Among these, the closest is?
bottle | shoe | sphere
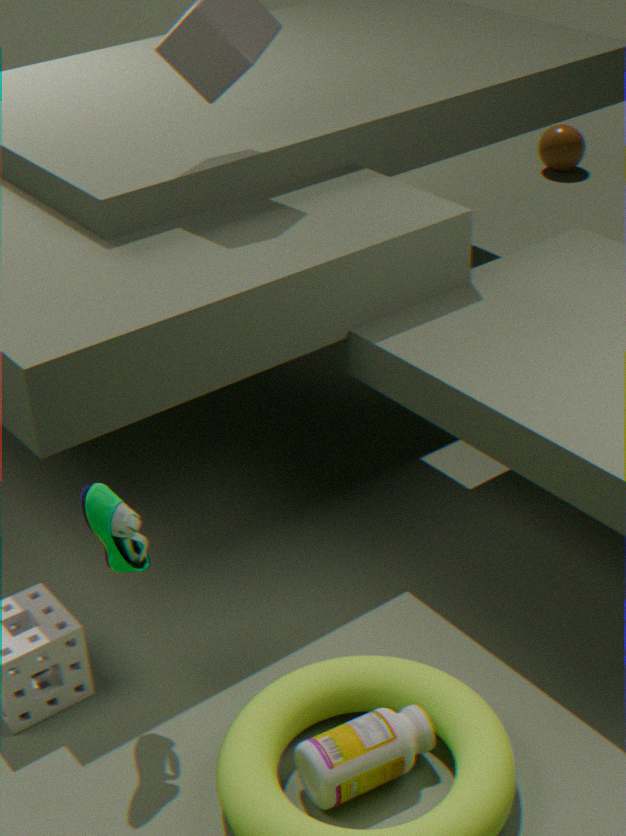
bottle
